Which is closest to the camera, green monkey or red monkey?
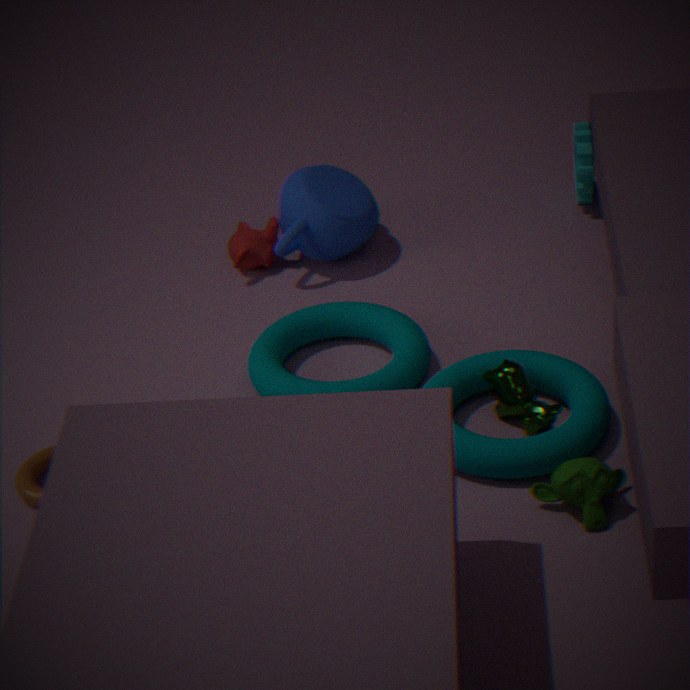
green monkey
